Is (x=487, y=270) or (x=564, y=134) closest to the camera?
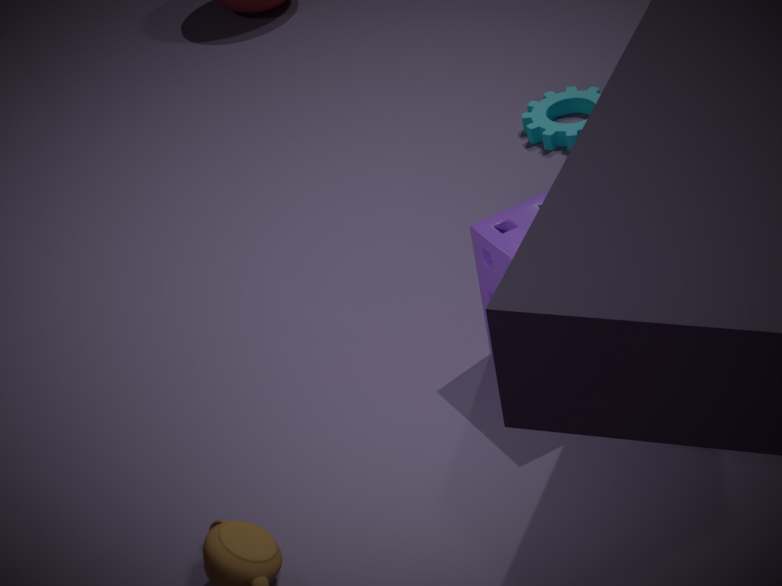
(x=487, y=270)
